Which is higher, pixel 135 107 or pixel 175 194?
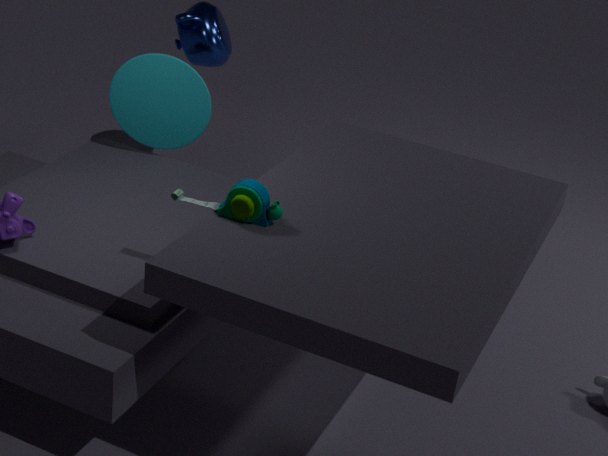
pixel 175 194
